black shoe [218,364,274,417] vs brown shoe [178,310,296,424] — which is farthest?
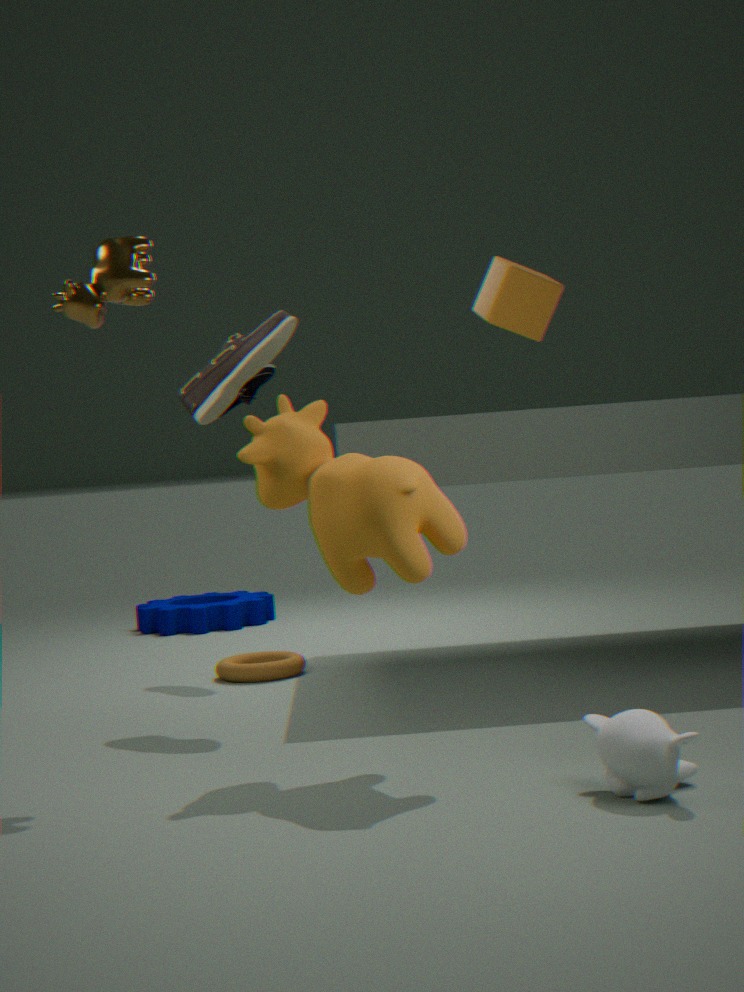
black shoe [218,364,274,417]
